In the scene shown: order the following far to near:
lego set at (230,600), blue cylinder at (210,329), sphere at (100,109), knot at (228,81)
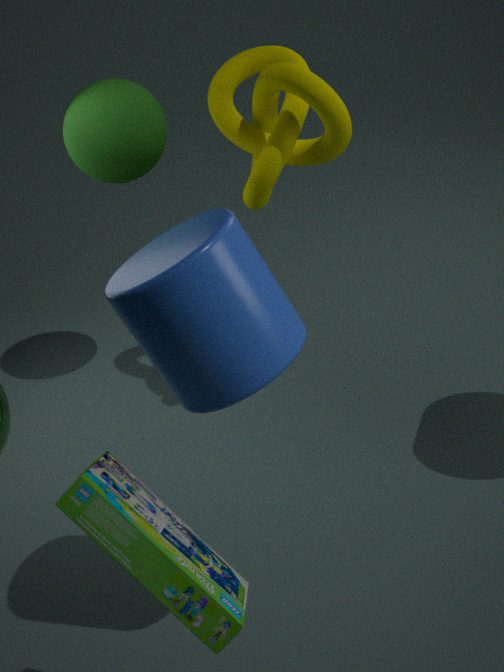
sphere at (100,109) < knot at (228,81) < blue cylinder at (210,329) < lego set at (230,600)
